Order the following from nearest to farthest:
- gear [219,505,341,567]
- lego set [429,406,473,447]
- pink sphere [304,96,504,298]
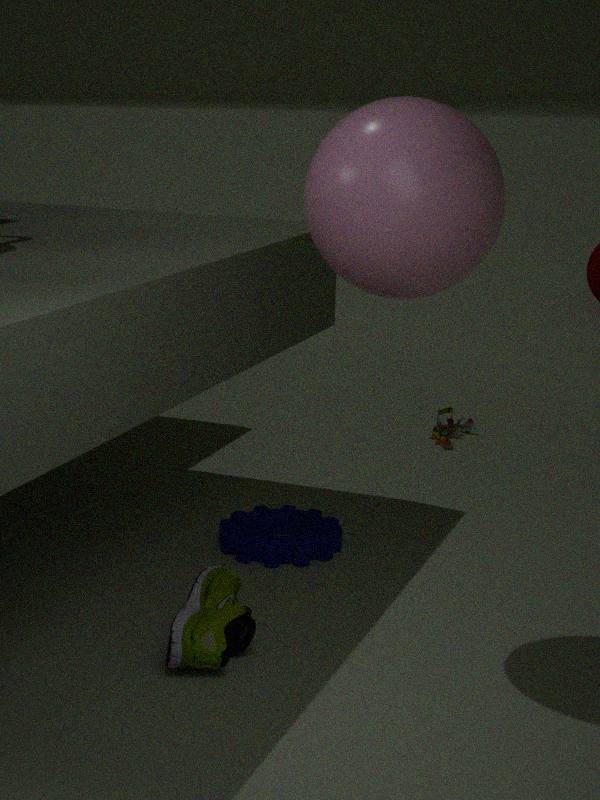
pink sphere [304,96,504,298]
gear [219,505,341,567]
lego set [429,406,473,447]
